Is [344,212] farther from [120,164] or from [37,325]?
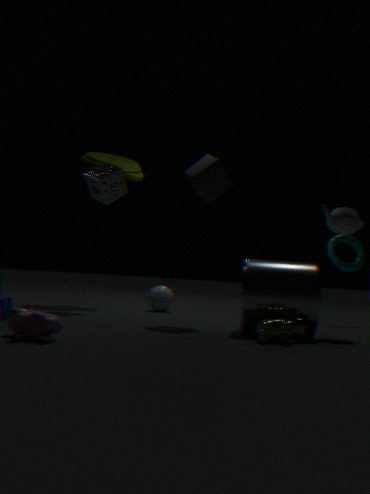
[120,164]
